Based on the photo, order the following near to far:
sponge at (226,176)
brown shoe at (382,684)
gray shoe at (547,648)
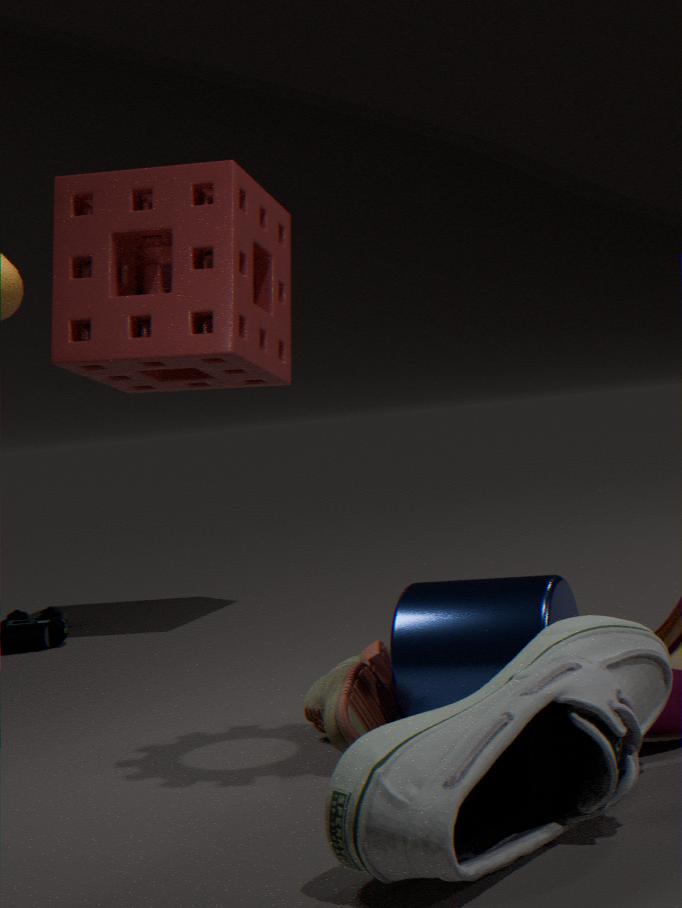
gray shoe at (547,648)
brown shoe at (382,684)
sponge at (226,176)
